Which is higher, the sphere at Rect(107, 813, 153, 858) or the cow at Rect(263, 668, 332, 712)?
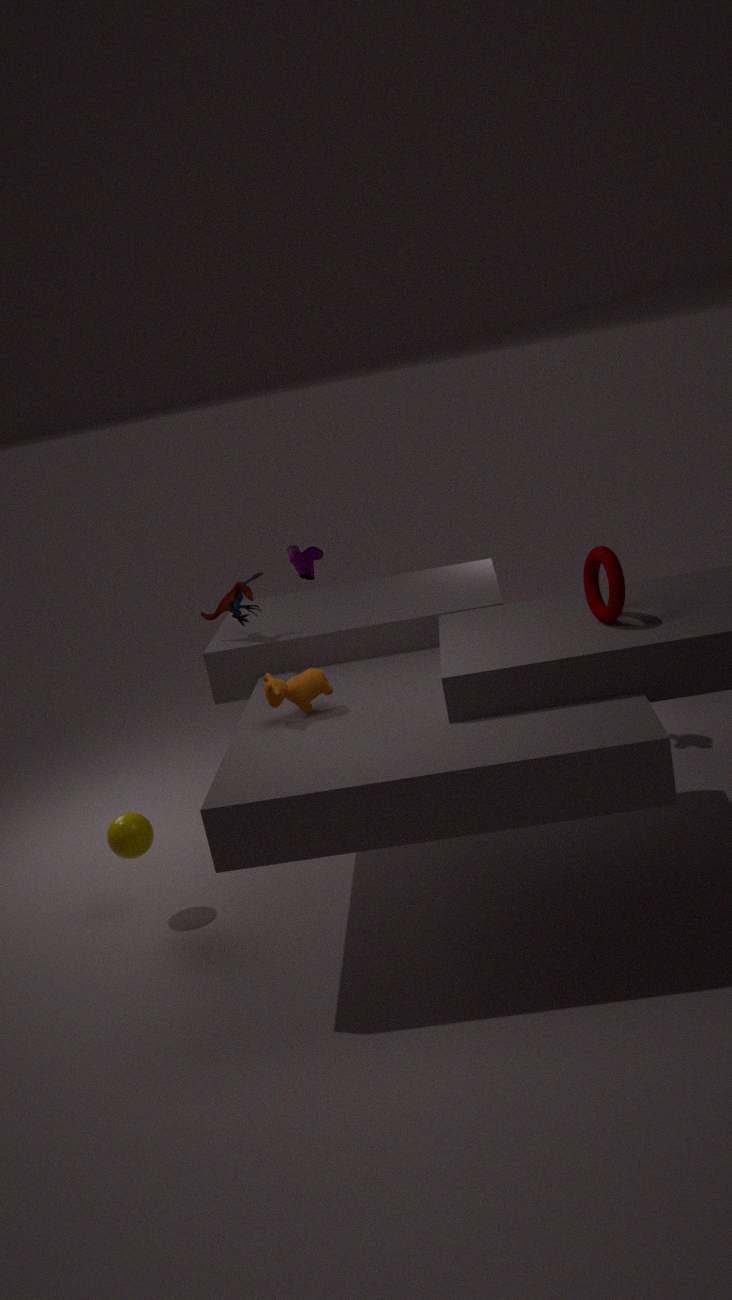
the cow at Rect(263, 668, 332, 712)
